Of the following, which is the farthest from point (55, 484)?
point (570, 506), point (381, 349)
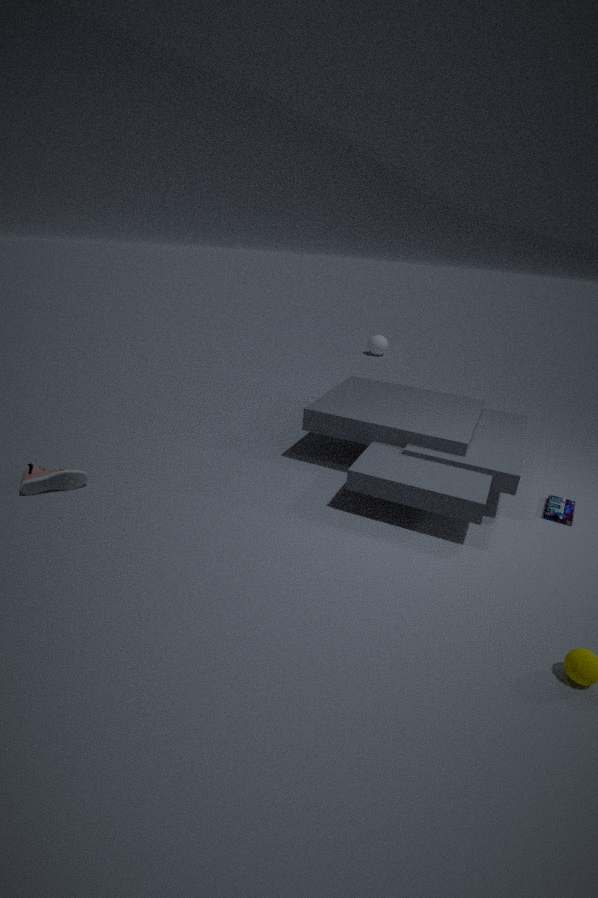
point (381, 349)
